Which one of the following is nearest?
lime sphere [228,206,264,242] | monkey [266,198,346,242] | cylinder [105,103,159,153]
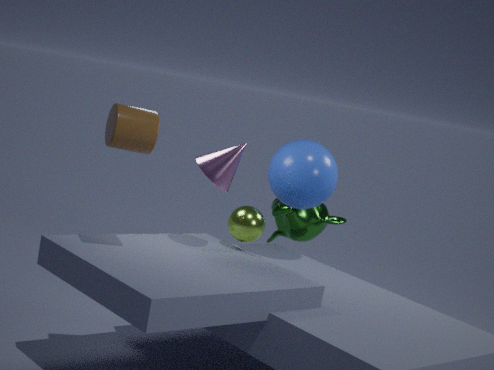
cylinder [105,103,159,153]
